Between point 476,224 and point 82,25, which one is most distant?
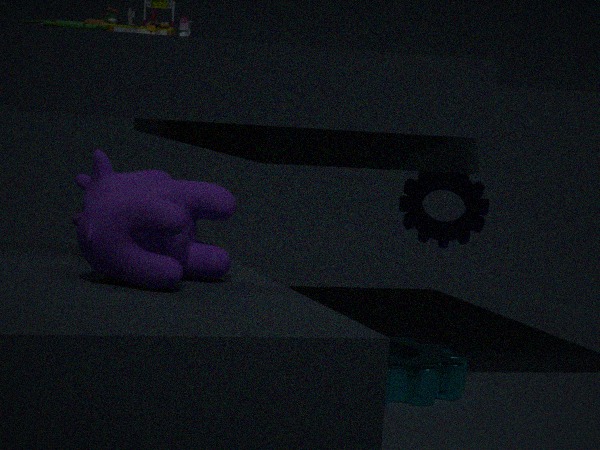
point 476,224
